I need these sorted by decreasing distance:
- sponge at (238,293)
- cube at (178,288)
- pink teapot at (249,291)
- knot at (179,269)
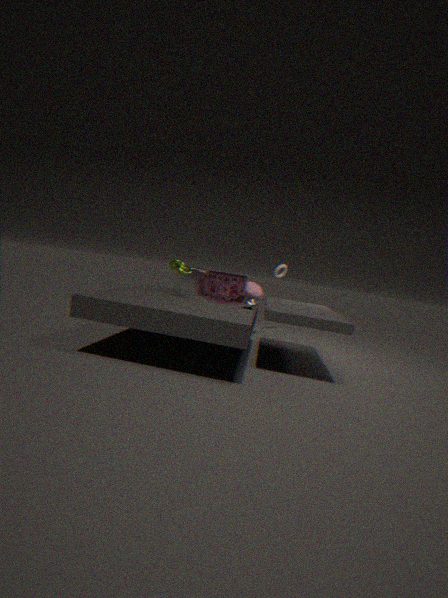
pink teapot at (249,291) < cube at (178,288) < sponge at (238,293) < knot at (179,269)
